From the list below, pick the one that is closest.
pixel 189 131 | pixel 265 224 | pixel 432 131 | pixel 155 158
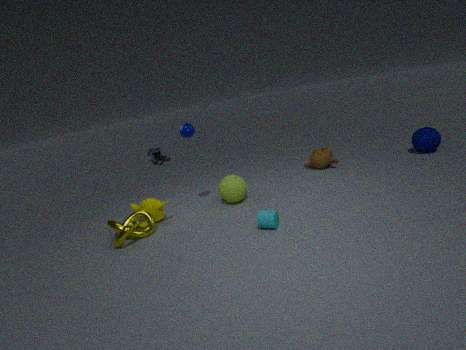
pixel 265 224
